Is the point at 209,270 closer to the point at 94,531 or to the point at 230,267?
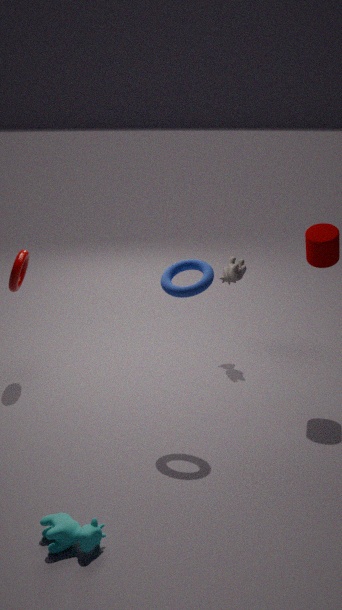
the point at 230,267
